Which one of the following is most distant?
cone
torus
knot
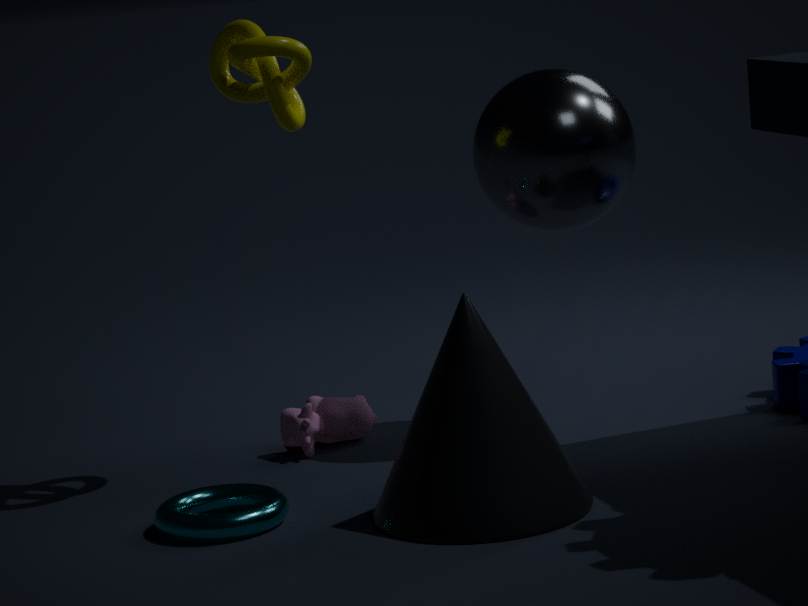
knot
